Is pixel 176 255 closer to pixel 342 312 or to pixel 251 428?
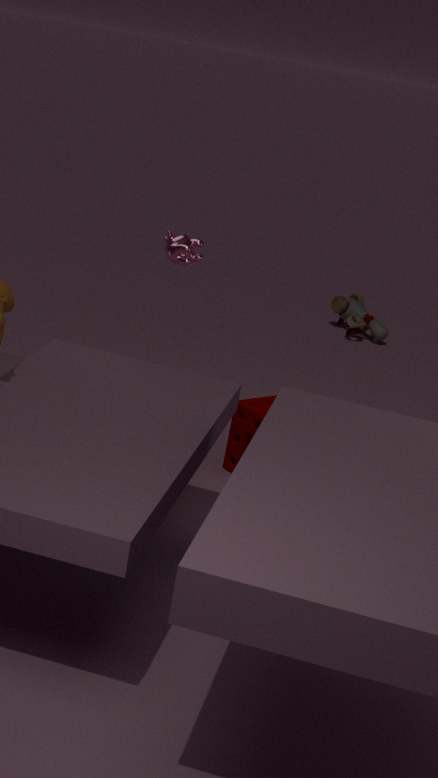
pixel 251 428
